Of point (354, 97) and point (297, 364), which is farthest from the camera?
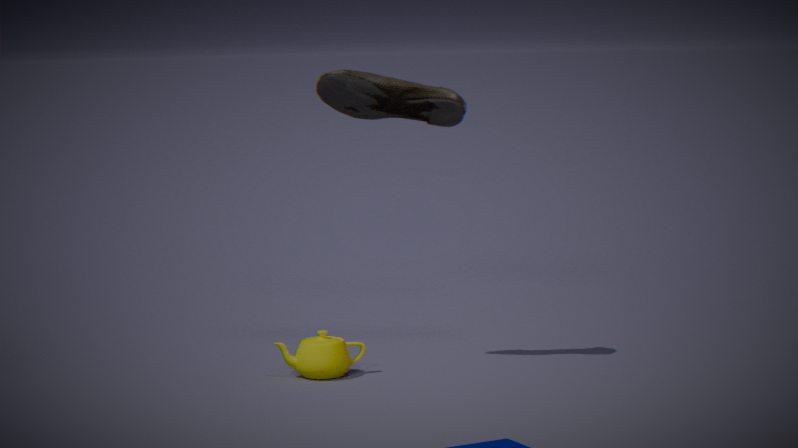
point (297, 364)
